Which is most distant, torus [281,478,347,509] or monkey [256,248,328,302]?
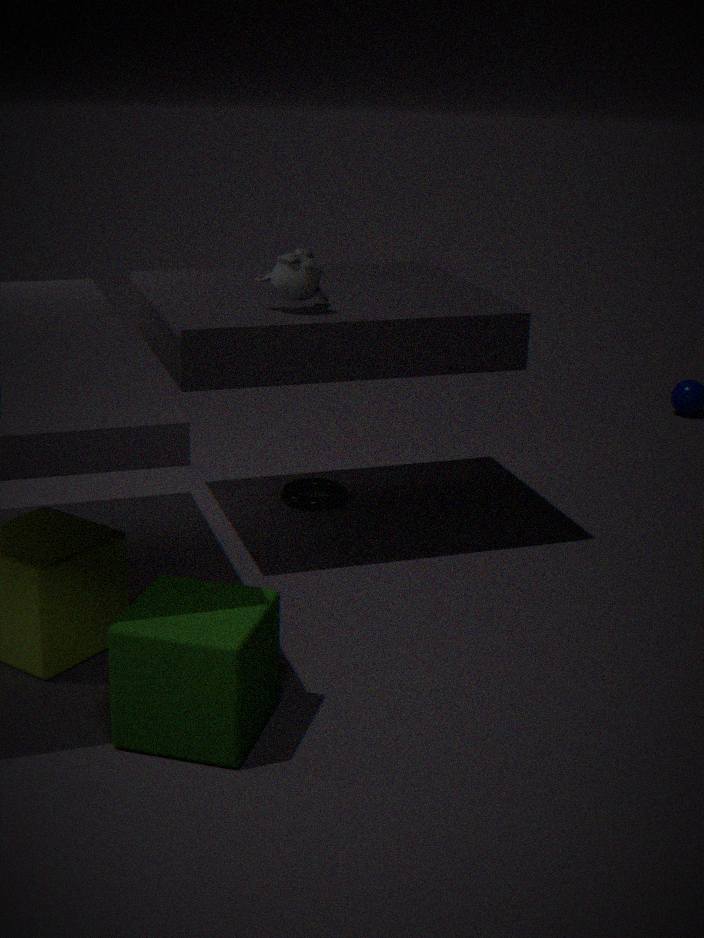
torus [281,478,347,509]
